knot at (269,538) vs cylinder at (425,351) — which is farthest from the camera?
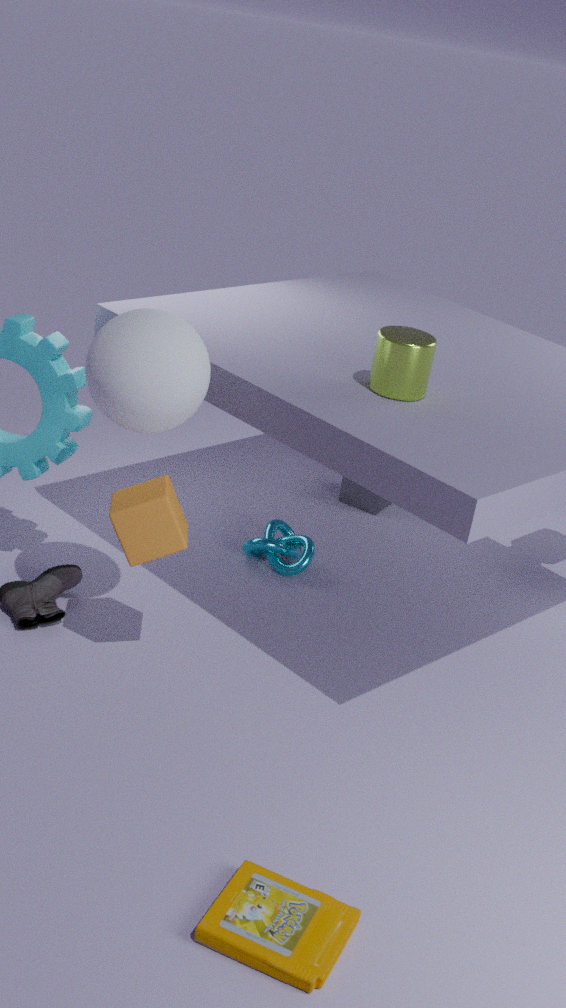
knot at (269,538)
